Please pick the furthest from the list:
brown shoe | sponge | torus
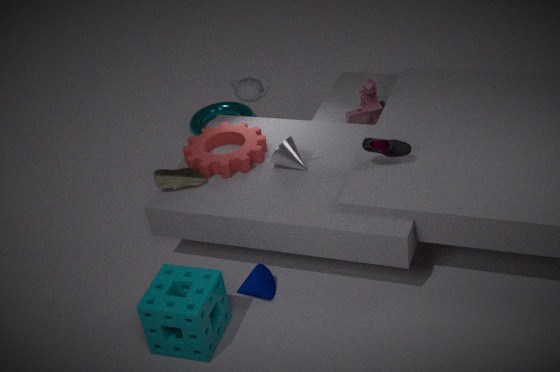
torus
